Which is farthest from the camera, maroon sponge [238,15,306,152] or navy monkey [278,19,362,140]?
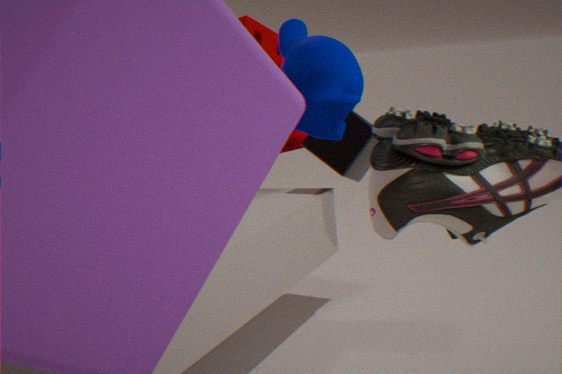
maroon sponge [238,15,306,152]
